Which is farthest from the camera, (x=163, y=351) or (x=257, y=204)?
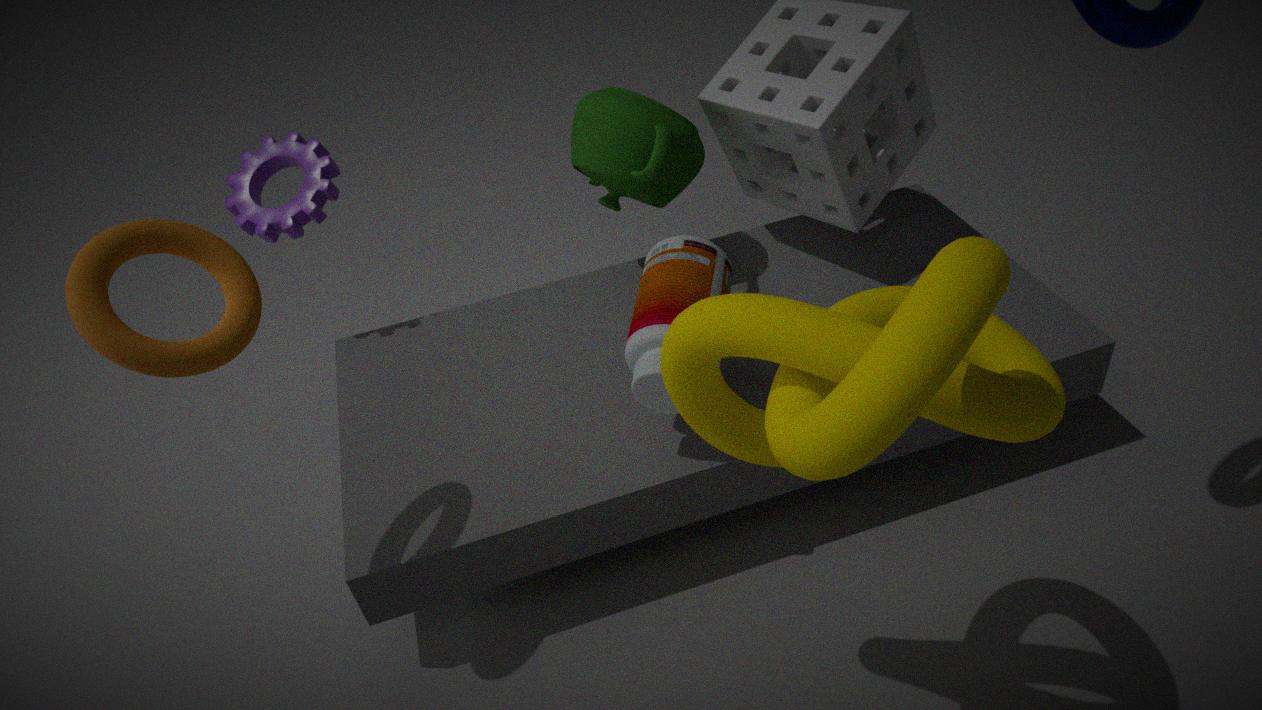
(x=257, y=204)
